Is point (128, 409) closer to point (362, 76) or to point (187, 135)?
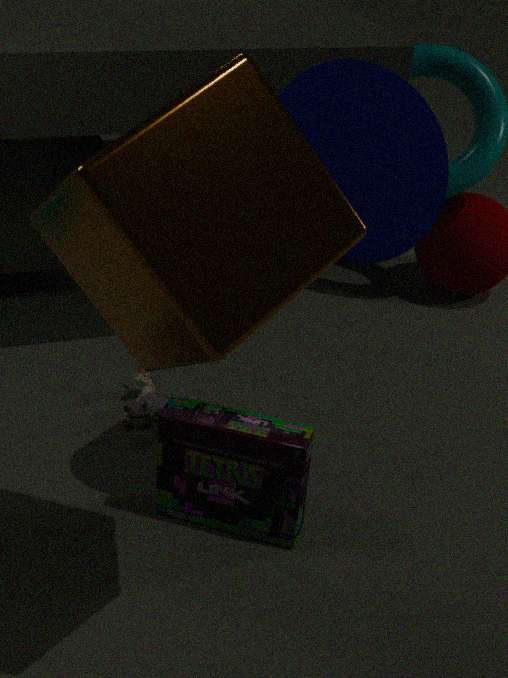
point (362, 76)
